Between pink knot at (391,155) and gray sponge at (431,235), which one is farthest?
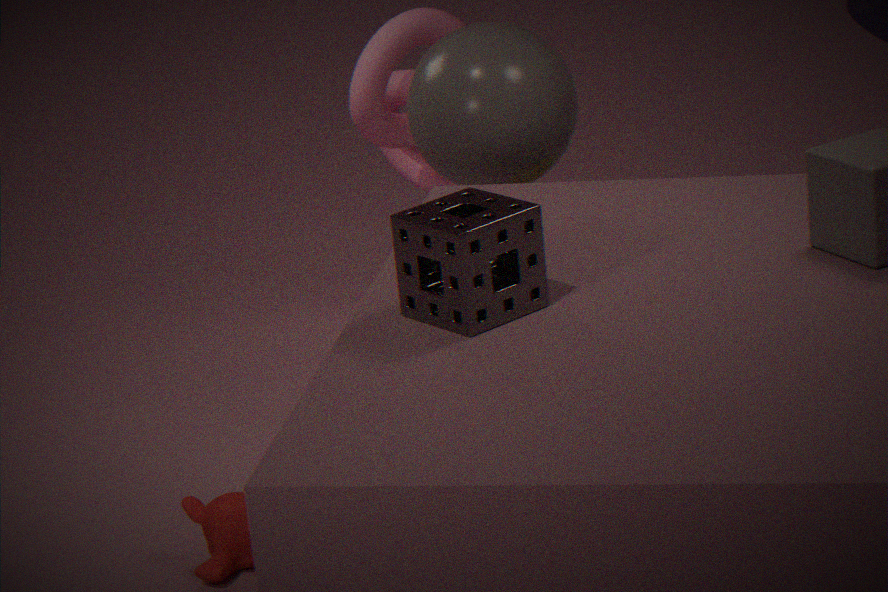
pink knot at (391,155)
